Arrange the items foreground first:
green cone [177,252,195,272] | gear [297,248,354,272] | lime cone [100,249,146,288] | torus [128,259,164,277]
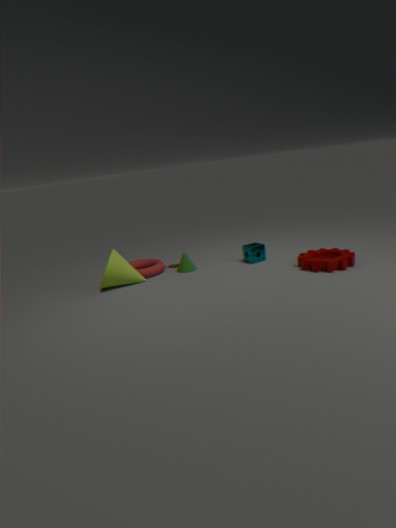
gear [297,248,354,272], lime cone [100,249,146,288], torus [128,259,164,277], green cone [177,252,195,272]
